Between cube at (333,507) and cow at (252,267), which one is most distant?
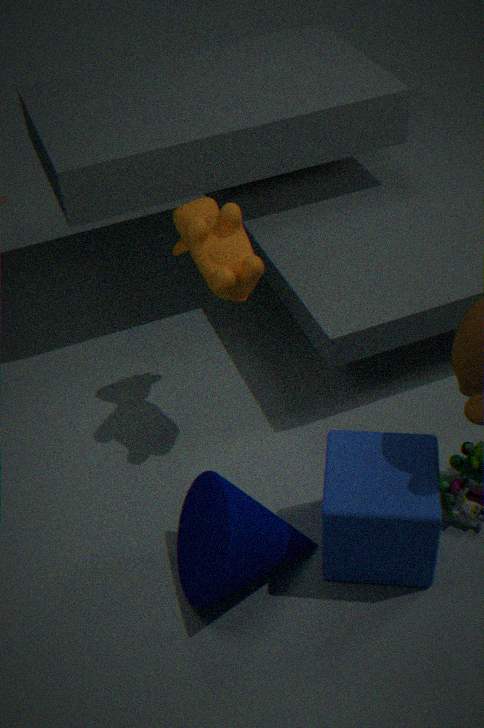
cow at (252,267)
